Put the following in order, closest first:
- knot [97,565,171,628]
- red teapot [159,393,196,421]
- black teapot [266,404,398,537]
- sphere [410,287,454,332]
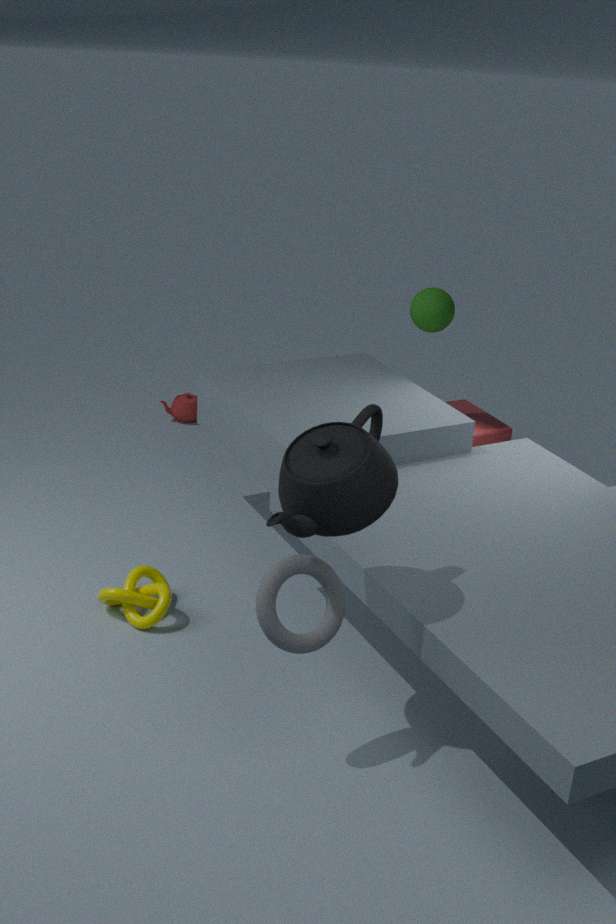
black teapot [266,404,398,537], knot [97,565,171,628], sphere [410,287,454,332], red teapot [159,393,196,421]
